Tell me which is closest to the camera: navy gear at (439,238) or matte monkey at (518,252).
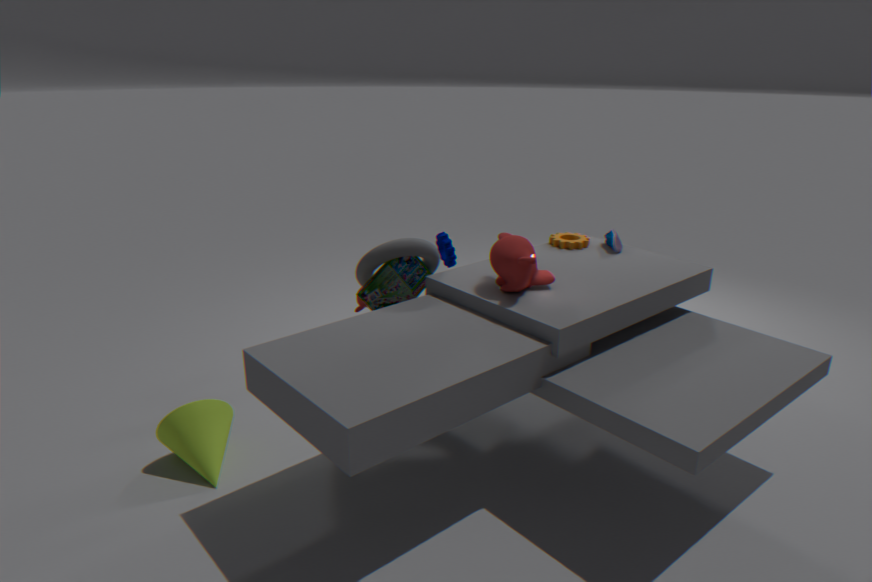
matte monkey at (518,252)
